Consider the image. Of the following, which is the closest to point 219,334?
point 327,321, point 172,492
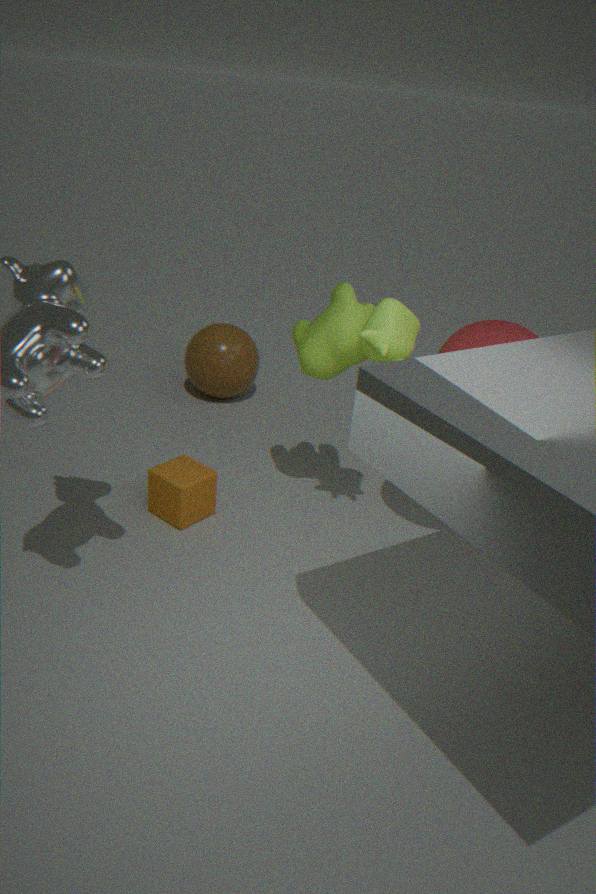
point 172,492
